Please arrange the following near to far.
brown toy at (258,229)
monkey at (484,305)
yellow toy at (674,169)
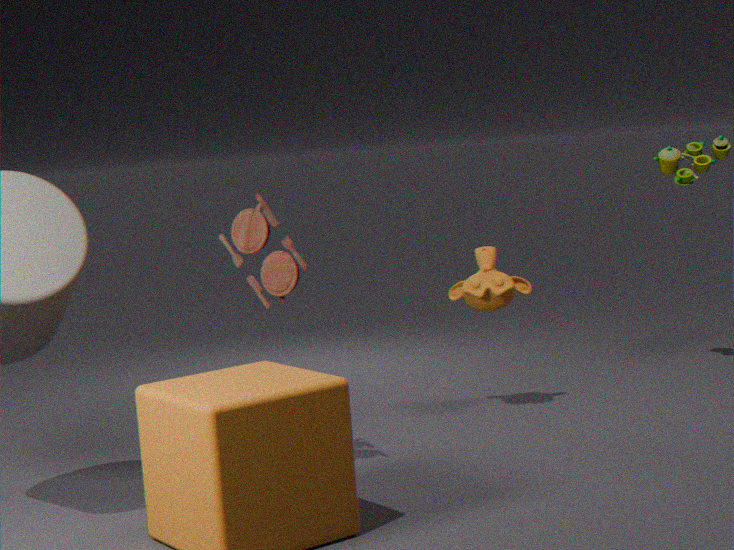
brown toy at (258,229) → monkey at (484,305) → yellow toy at (674,169)
